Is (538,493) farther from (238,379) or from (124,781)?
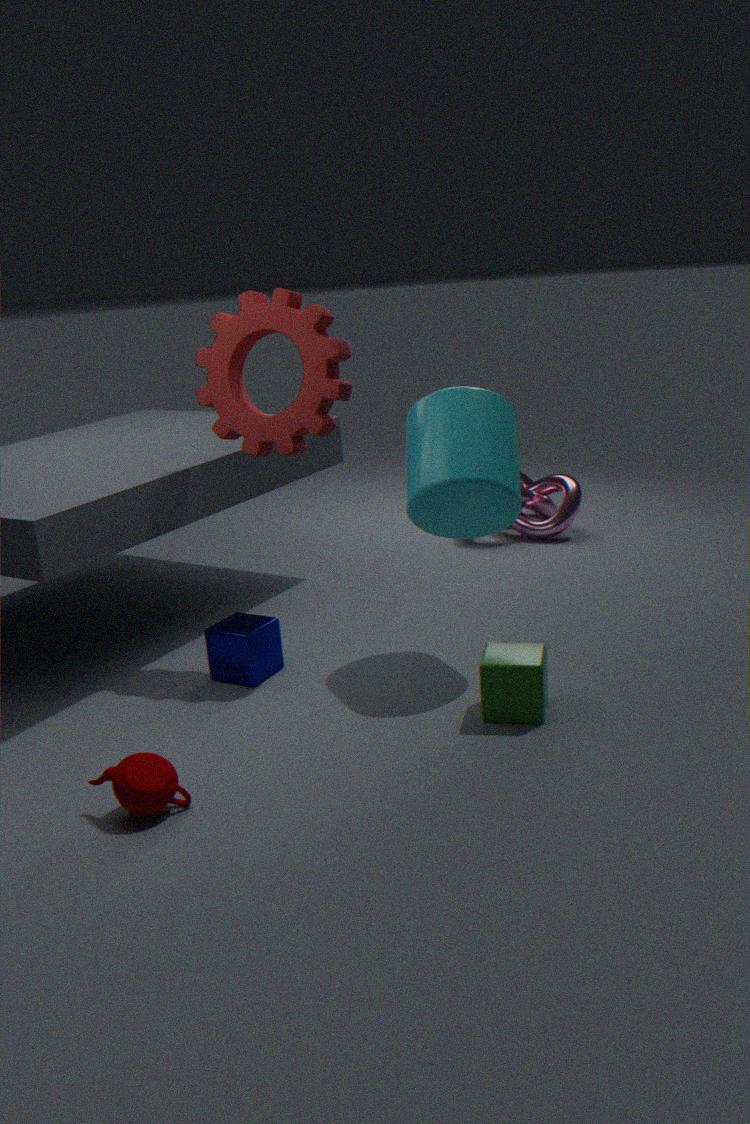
(124,781)
